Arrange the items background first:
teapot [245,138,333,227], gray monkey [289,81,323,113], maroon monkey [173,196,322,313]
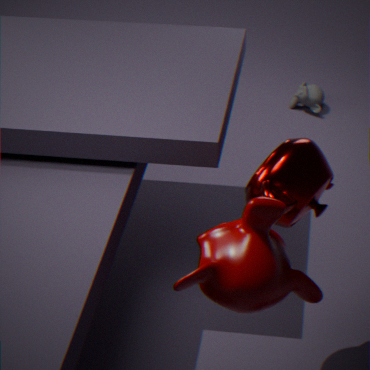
gray monkey [289,81,323,113] < teapot [245,138,333,227] < maroon monkey [173,196,322,313]
